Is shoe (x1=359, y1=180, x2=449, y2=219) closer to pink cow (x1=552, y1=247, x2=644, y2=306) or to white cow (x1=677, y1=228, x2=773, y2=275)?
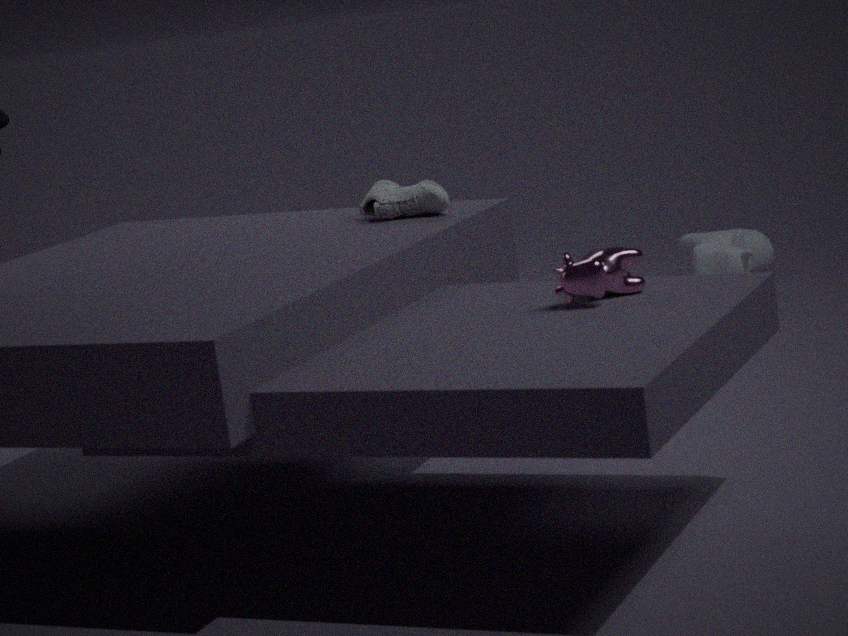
pink cow (x1=552, y1=247, x2=644, y2=306)
